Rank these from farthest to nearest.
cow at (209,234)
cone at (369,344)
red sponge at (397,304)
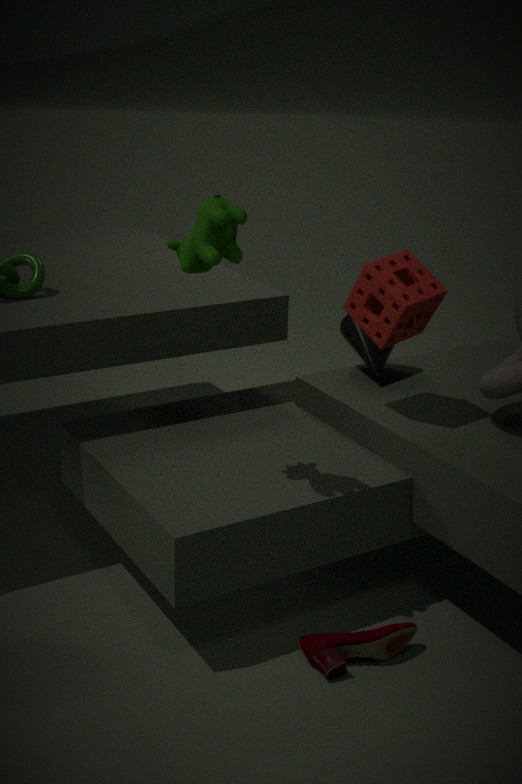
1. cone at (369,344)
2. red sponge at (397,304)
3. cow at (209,234)
